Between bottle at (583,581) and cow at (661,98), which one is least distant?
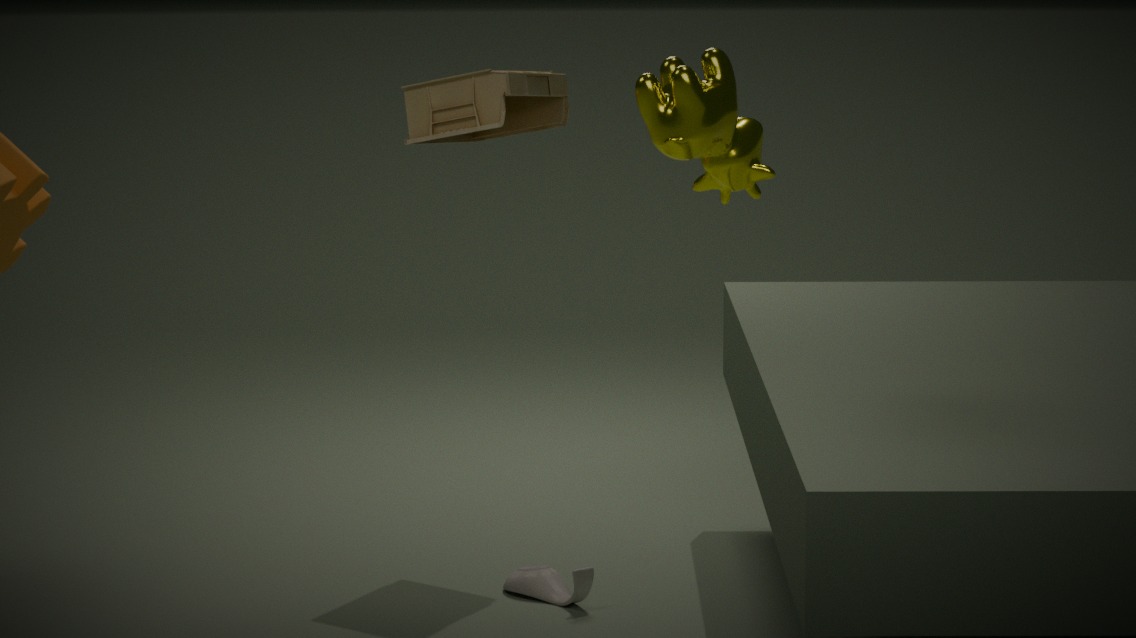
cow at (661,98)
